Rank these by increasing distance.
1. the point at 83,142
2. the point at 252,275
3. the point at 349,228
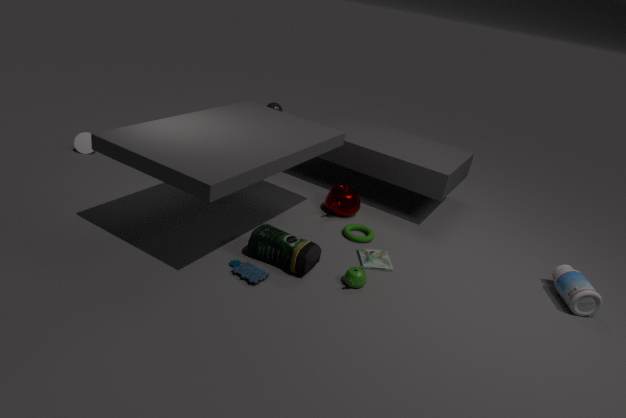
the point at 252,275
the point at 349,228
the point at 83,142
